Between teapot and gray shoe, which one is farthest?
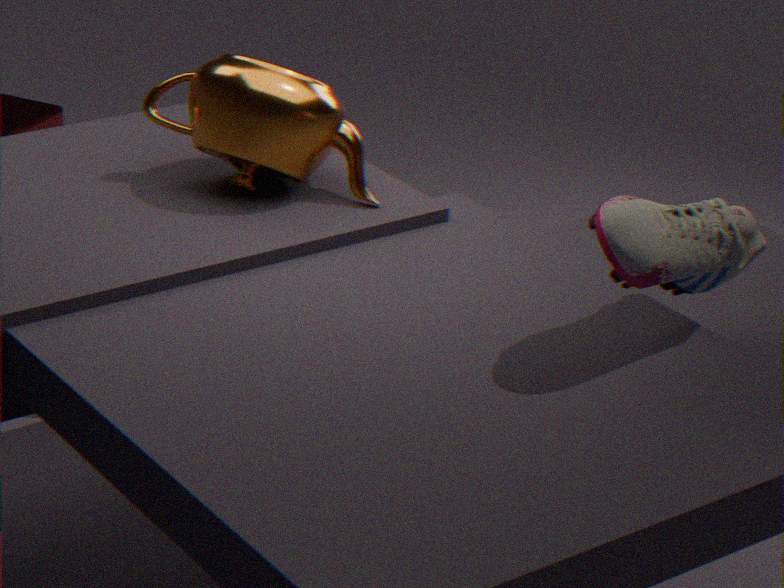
teapot
